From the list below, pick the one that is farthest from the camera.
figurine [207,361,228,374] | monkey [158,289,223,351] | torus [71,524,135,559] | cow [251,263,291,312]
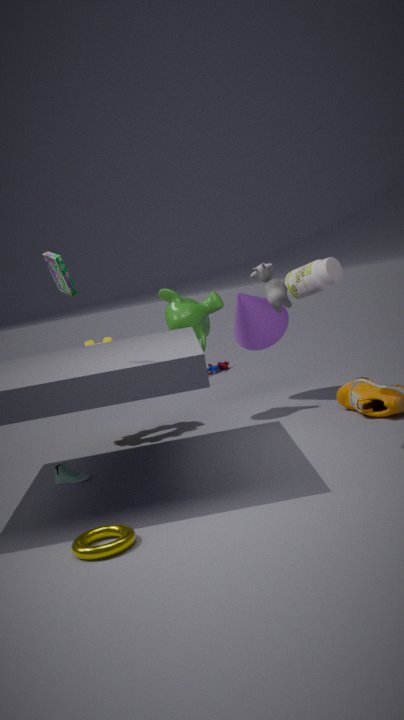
figurine [207,361,228,374]
